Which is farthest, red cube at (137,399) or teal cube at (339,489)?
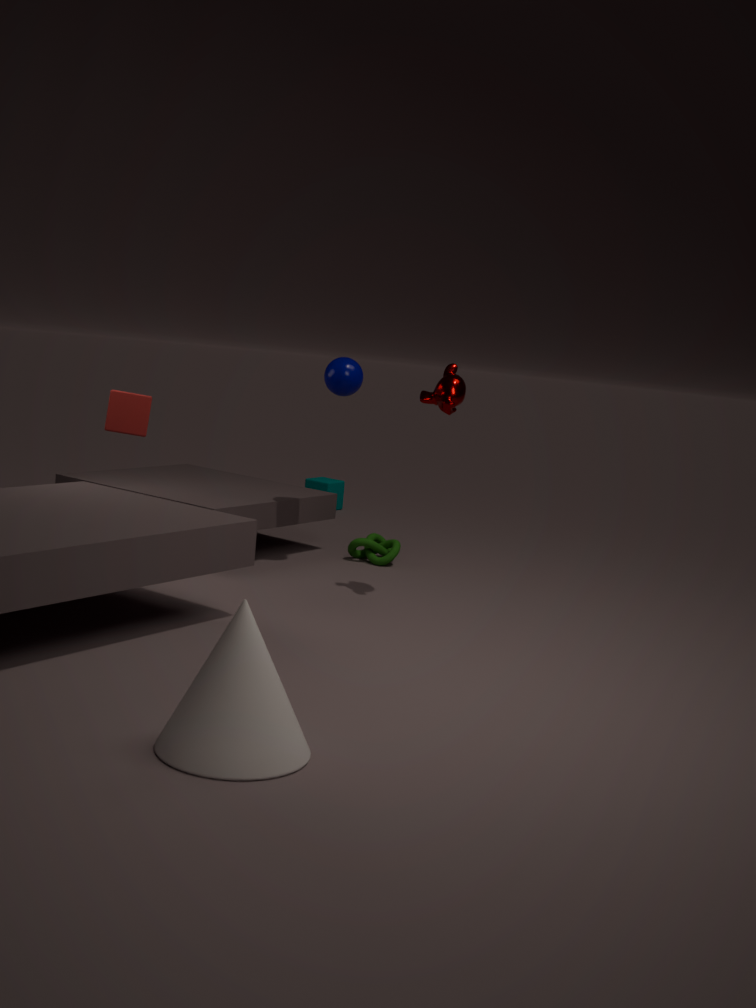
teal cube at (339,489)
